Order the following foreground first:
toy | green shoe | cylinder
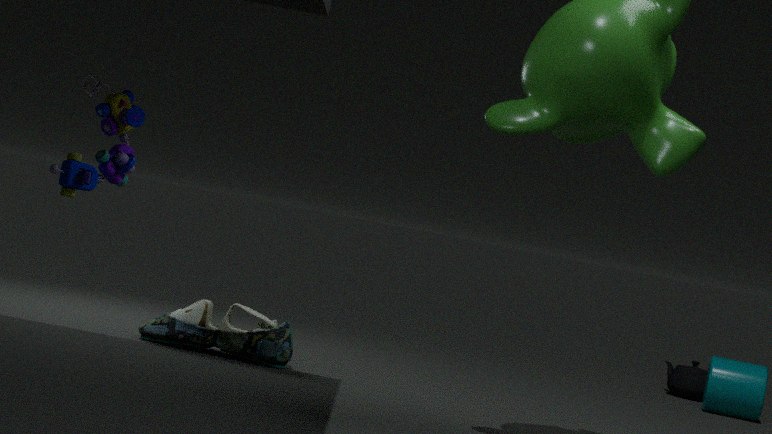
toy
green shoe
cylinder
